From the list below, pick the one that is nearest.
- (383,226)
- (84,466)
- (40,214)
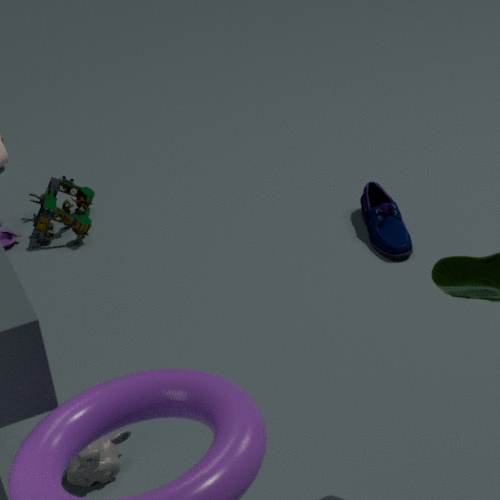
(84,466)
